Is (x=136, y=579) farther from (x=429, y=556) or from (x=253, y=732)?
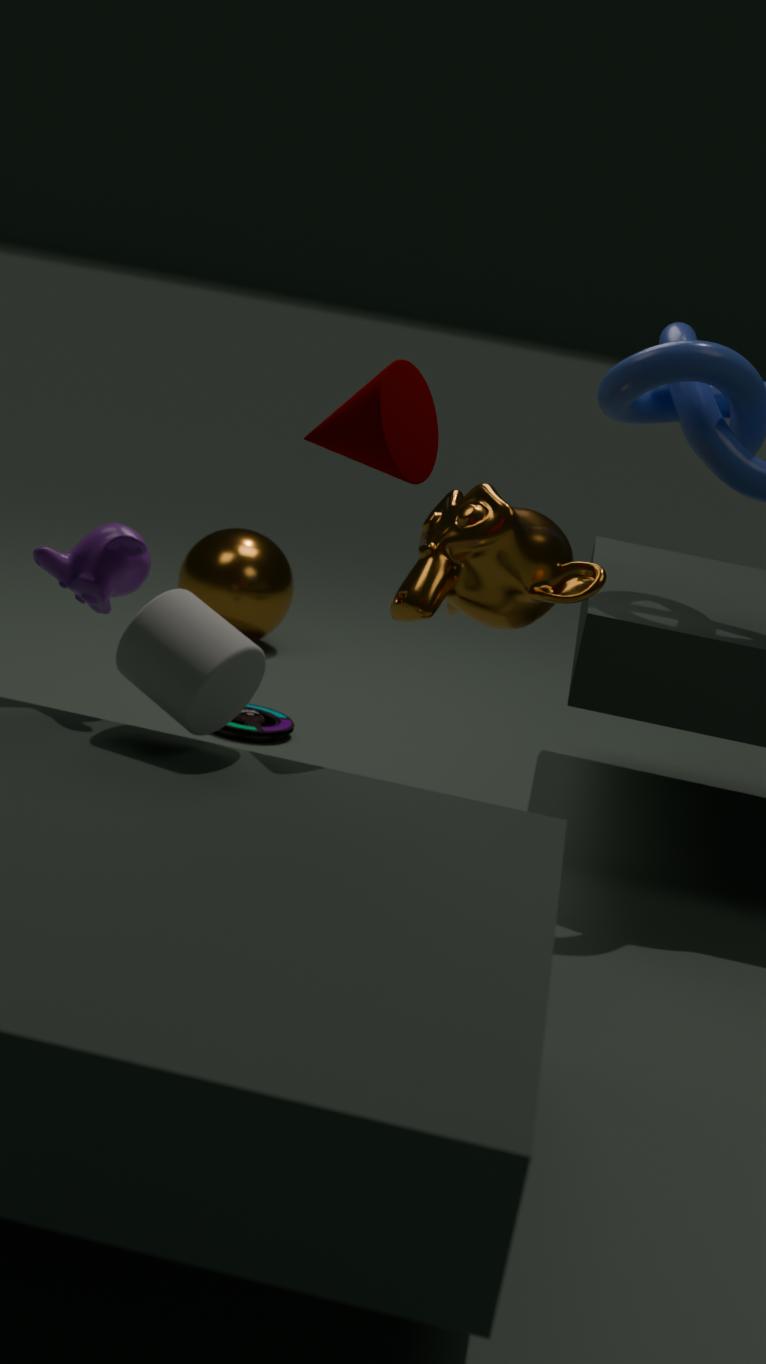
(x=253, y=732)
